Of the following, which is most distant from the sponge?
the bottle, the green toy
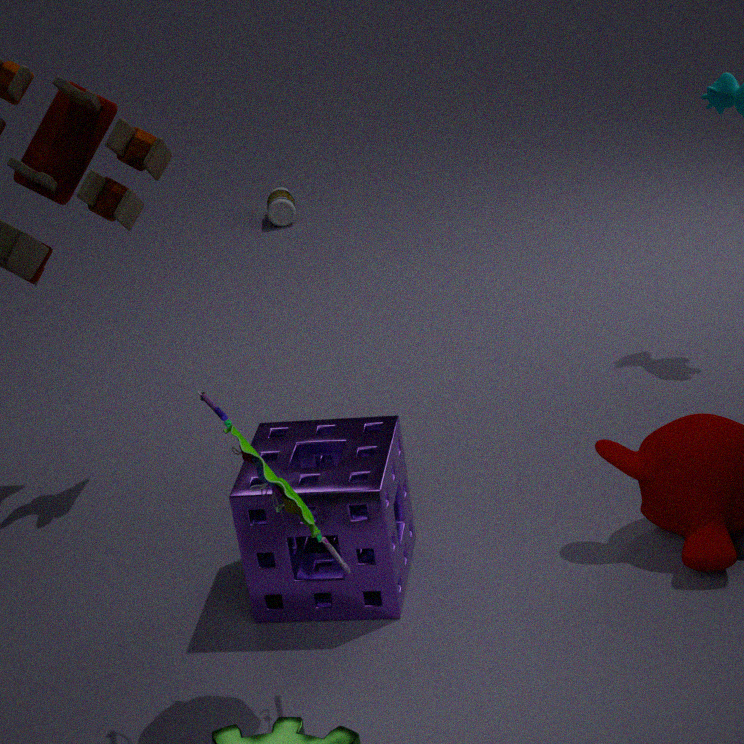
the bottle
